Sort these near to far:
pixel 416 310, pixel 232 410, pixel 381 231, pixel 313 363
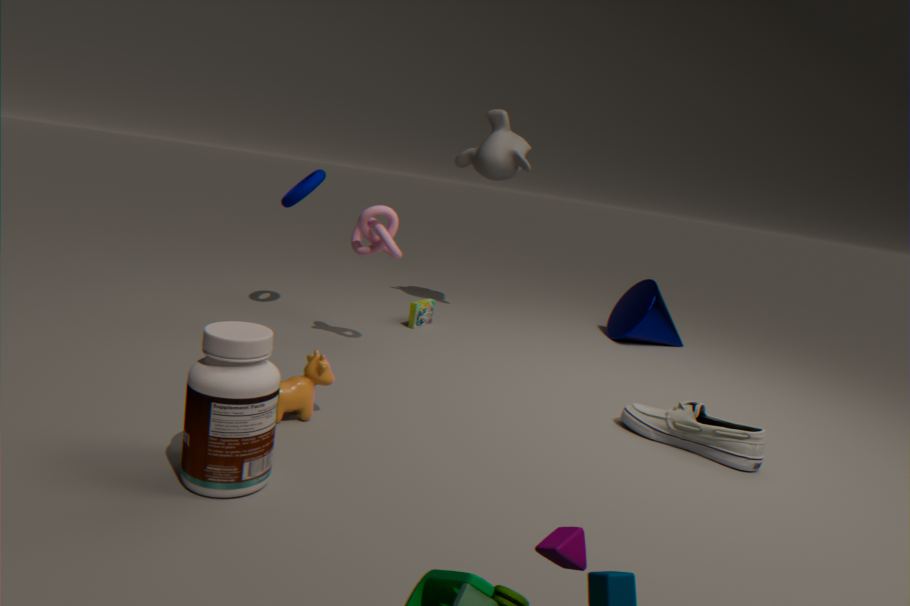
pixel 232 410 → pixel 313 363 → pixel 381 231 → pixel 416 310
